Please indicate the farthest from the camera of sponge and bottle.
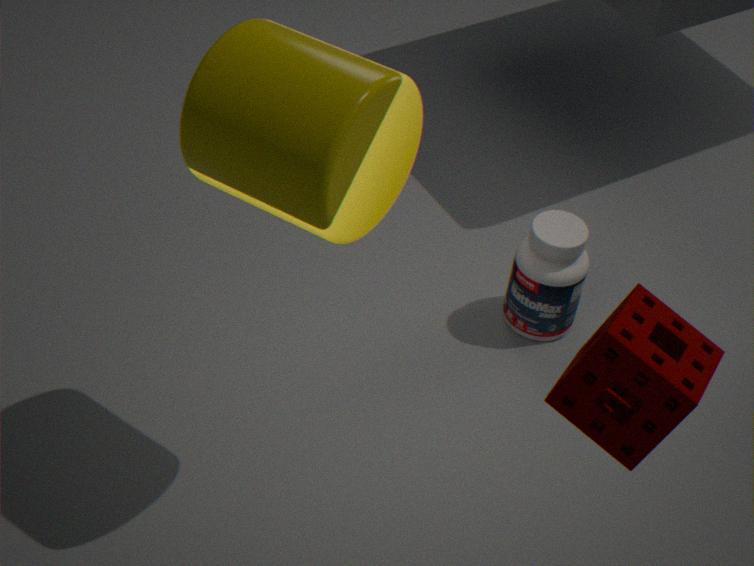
bottle
